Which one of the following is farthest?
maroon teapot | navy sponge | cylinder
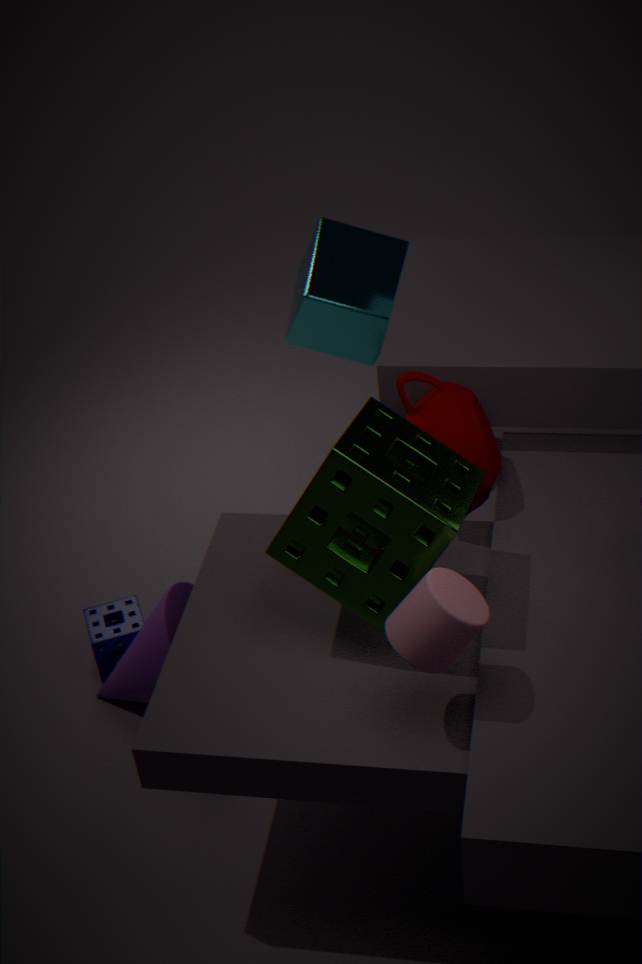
navy sponge
